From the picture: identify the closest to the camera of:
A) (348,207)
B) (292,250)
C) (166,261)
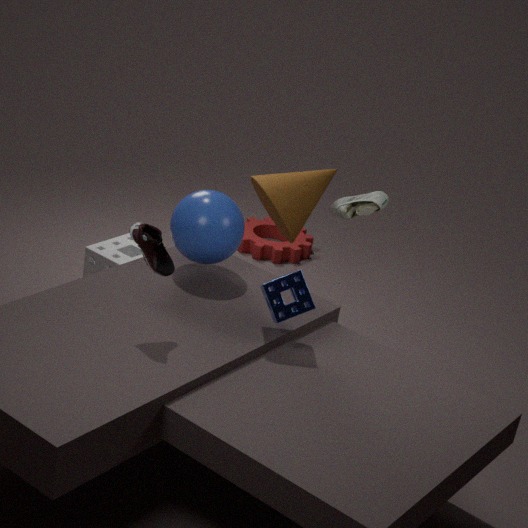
(166,261)
